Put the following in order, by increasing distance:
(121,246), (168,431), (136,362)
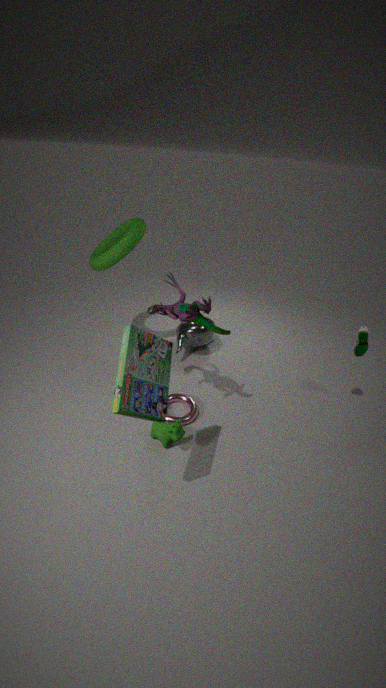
(136,362) < (168,431) < (121,246)
